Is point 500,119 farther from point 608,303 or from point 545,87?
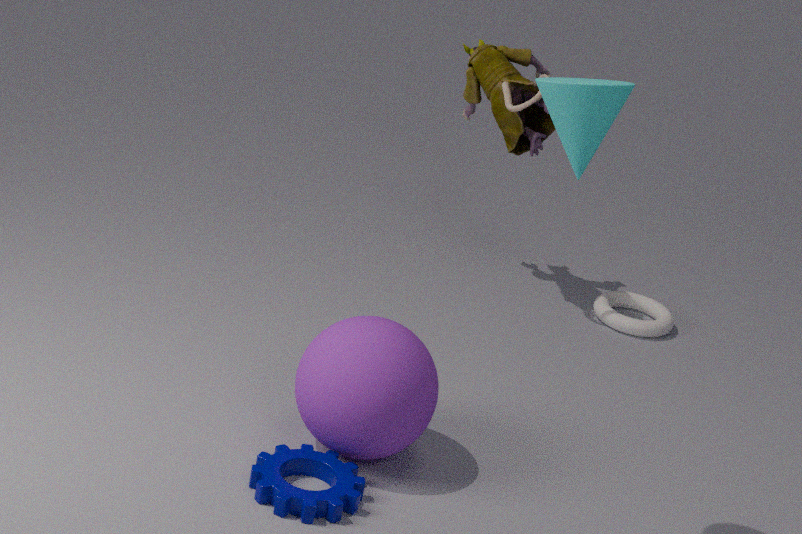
point 545,87
